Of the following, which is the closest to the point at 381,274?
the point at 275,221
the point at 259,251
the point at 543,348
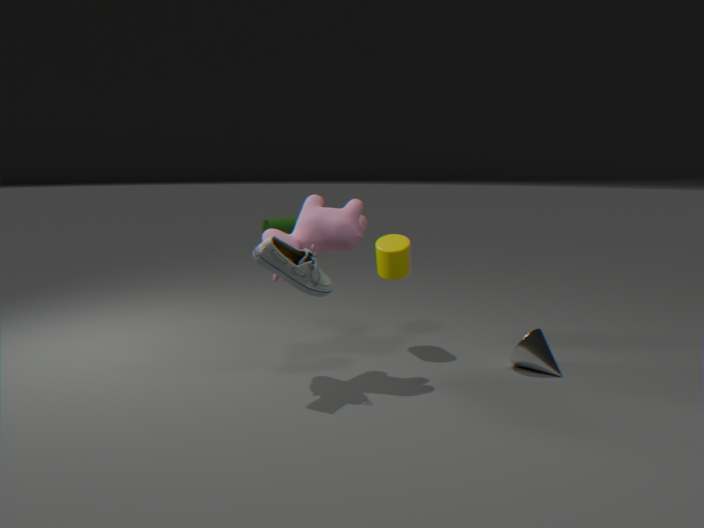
the point at 259,251
